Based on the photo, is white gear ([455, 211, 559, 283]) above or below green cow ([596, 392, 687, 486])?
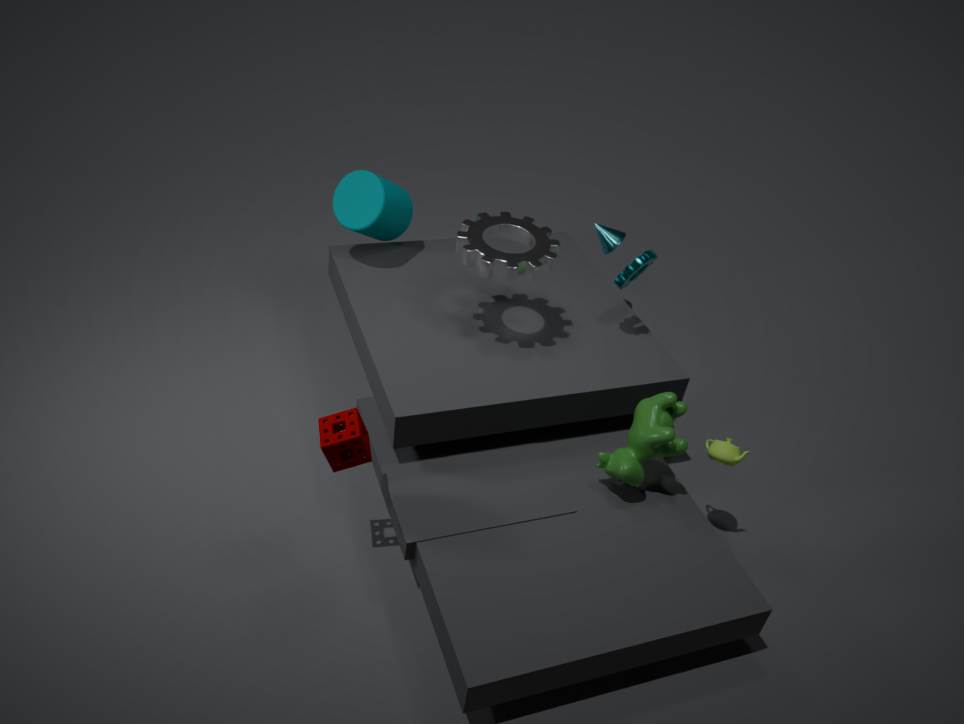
above
